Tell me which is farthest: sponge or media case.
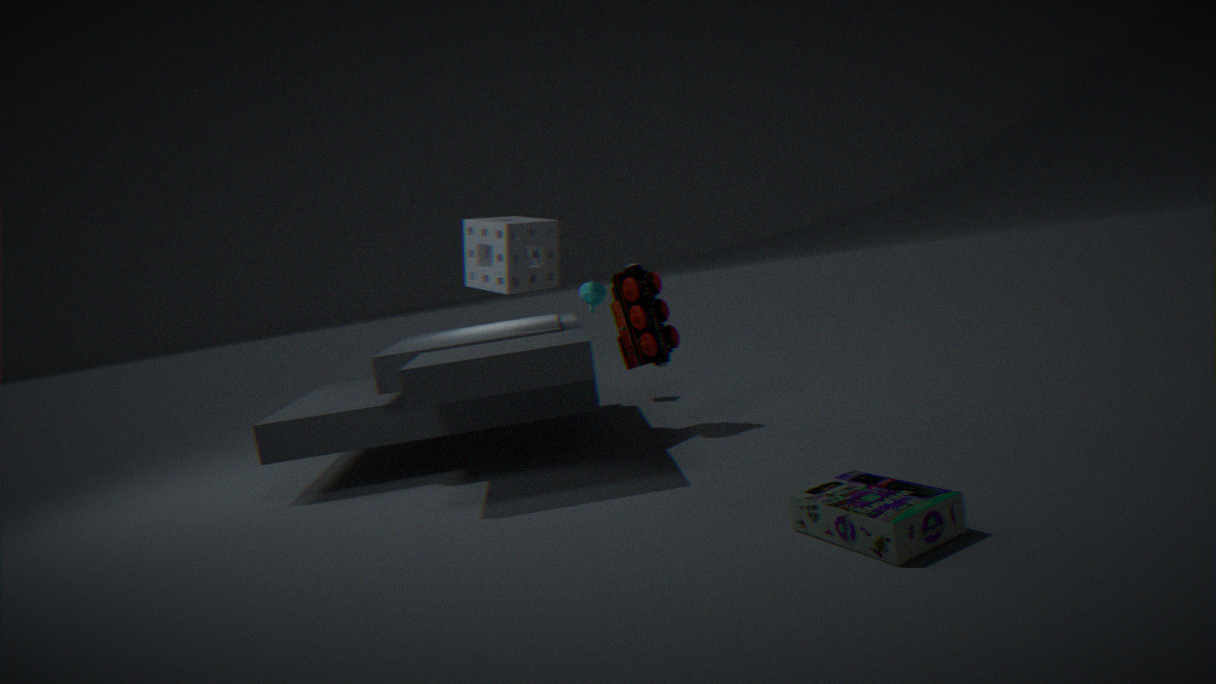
sponge
